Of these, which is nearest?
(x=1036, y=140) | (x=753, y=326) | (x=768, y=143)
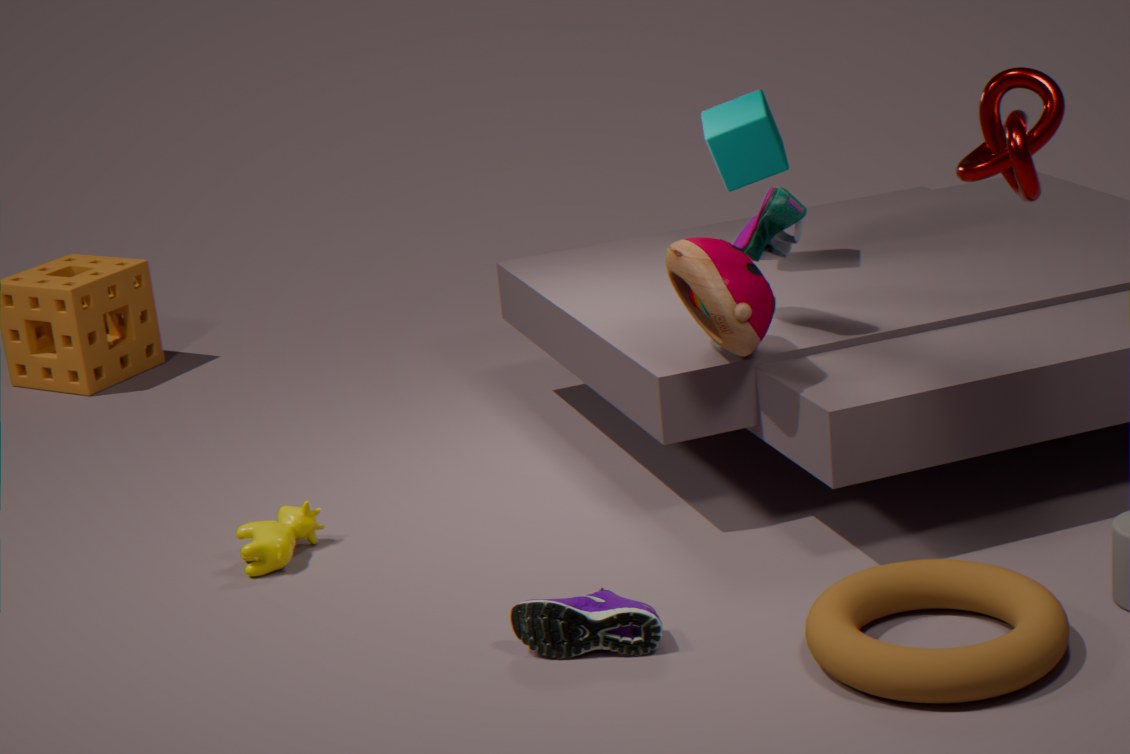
(x=1036, y=140)
